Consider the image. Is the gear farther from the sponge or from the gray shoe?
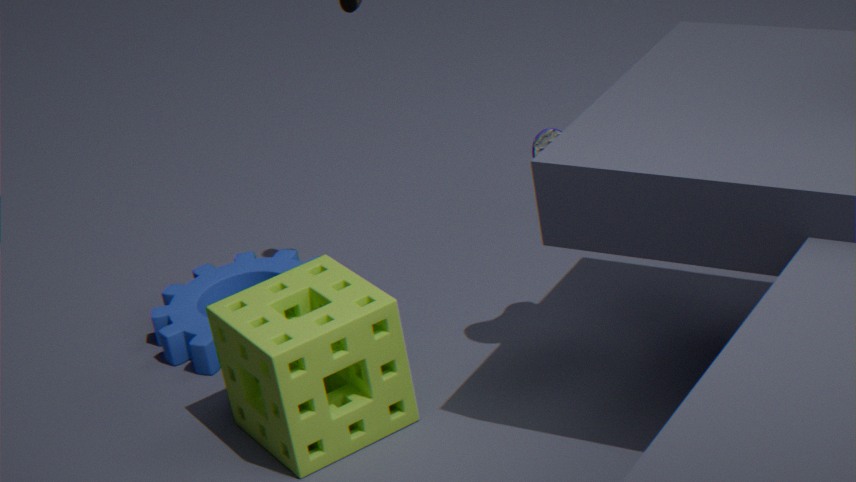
the gray shoe
